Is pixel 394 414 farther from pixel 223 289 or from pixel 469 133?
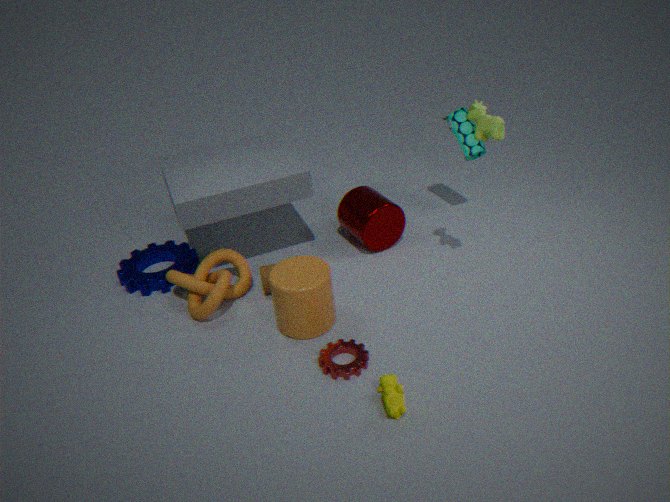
pixel 469 133
